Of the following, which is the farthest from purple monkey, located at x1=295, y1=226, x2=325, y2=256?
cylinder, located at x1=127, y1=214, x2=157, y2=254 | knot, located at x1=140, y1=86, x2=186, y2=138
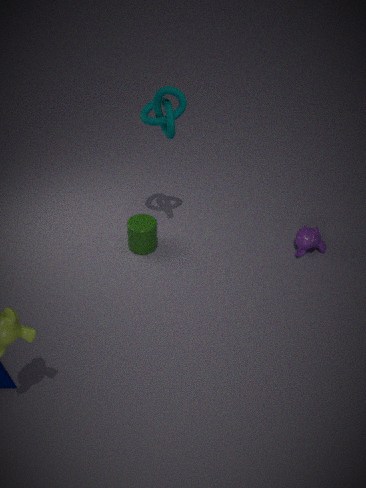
knot, located at x1=140, y1=86, x2=186, y2=138
